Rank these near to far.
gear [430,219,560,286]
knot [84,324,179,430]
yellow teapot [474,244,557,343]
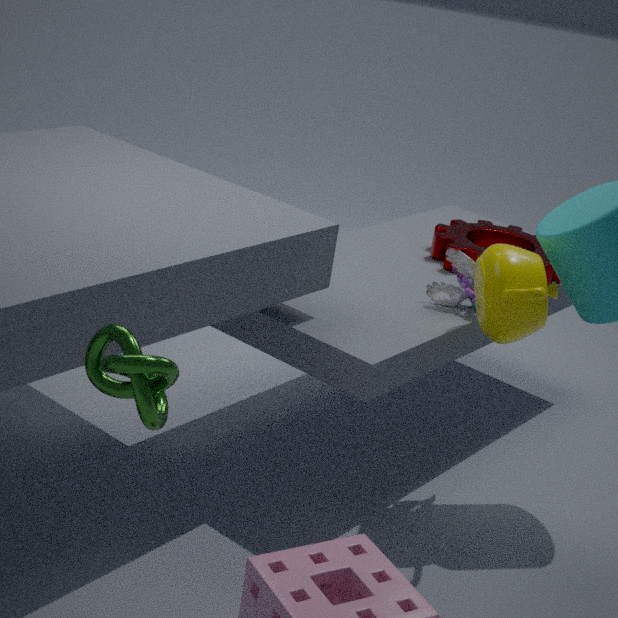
knot [84,324,179,430] → yellow teapot [474,244,557,343] → gear [430,219,560,286]
